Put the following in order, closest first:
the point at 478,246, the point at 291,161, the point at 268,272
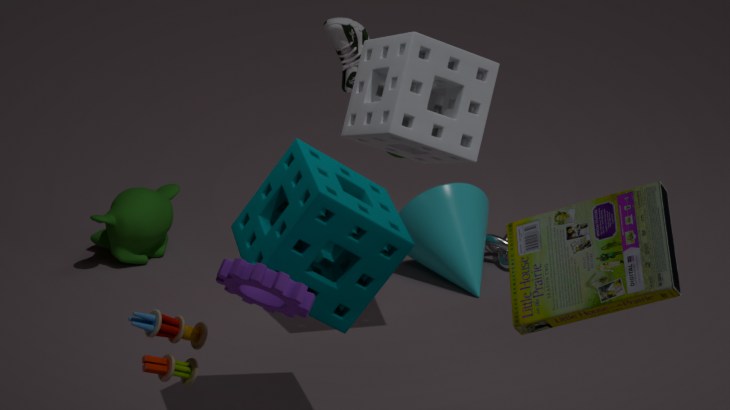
the point at 268,272
the point at 291,161
the point at 478,246
